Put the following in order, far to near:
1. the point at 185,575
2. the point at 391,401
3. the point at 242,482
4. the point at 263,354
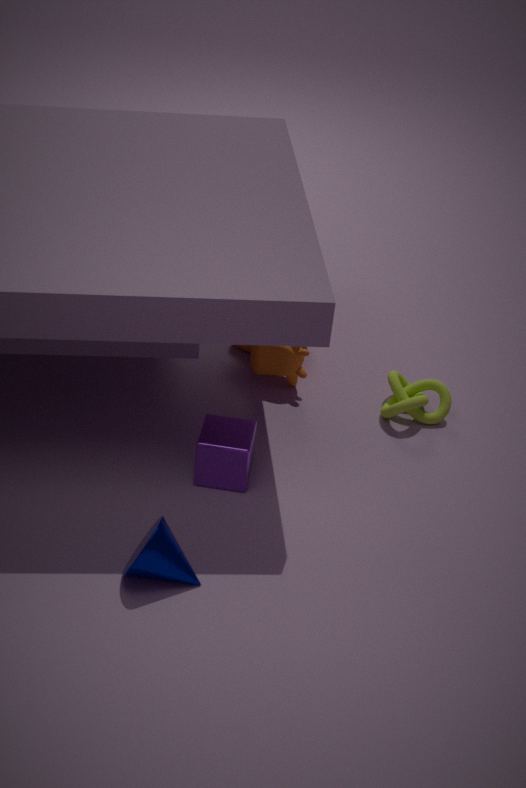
the point at 391,401, the point at 263,354, the point at 242,482, the point at 185,575
